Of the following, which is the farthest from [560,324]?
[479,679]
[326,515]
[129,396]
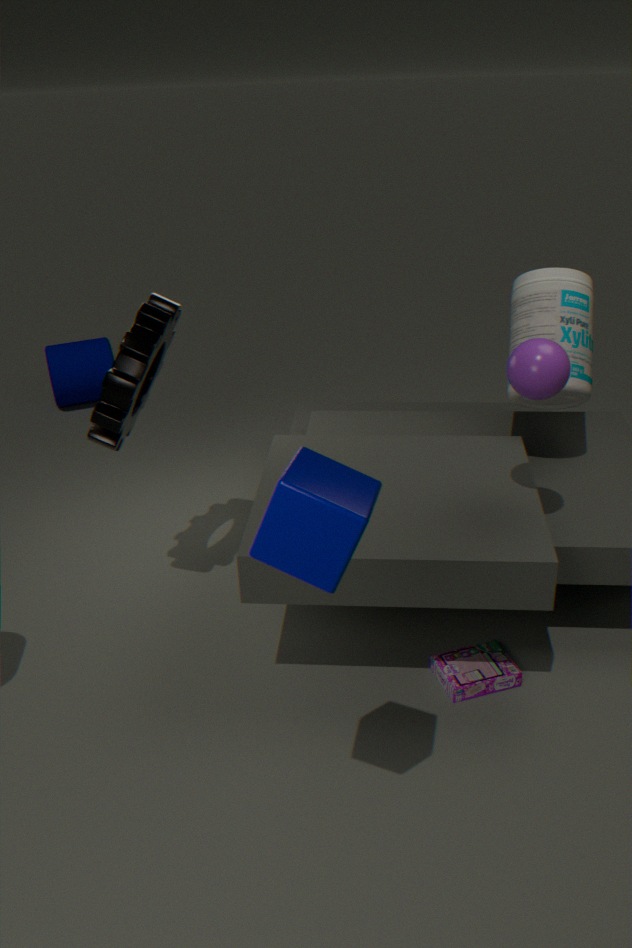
[326,515]
